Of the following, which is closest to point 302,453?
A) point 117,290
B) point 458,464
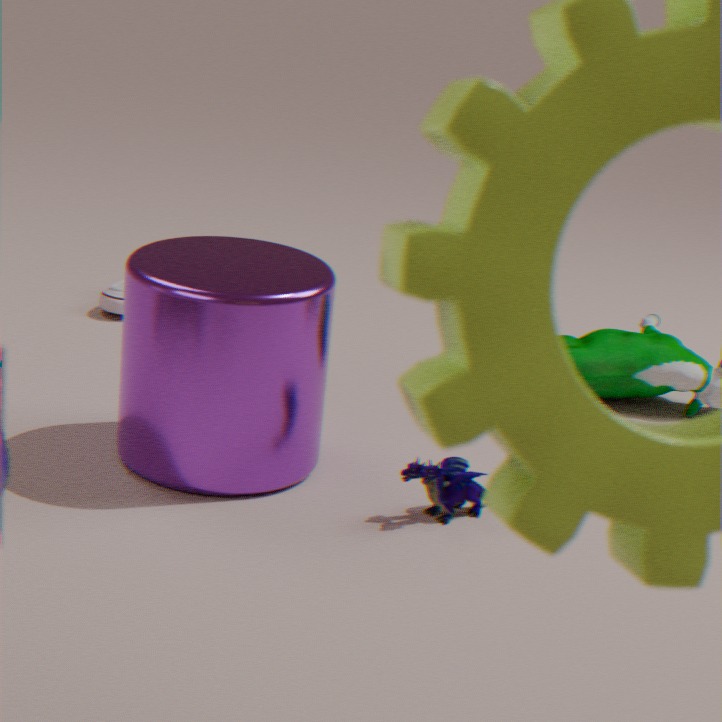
point 458,464
